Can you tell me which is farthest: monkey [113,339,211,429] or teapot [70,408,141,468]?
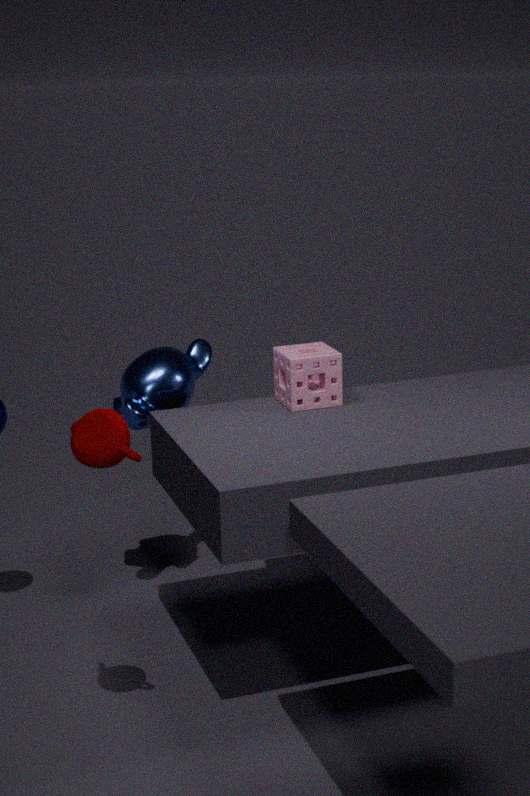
monkey [113,339,211,429]
